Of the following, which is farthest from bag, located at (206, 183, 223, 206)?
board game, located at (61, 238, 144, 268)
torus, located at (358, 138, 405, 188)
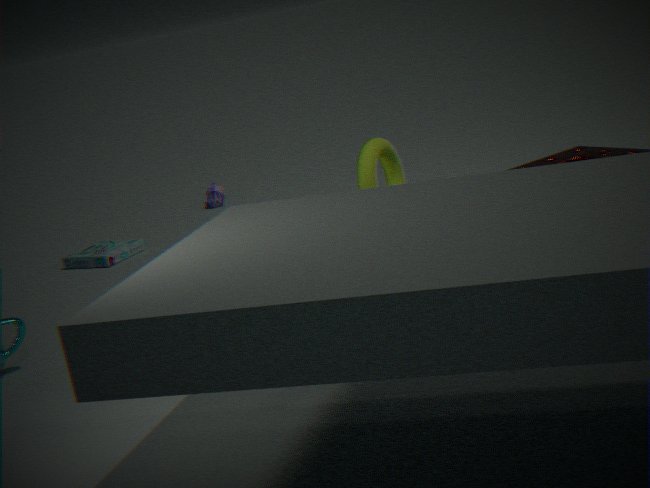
torus, located at (358, 138, 405, 188)
